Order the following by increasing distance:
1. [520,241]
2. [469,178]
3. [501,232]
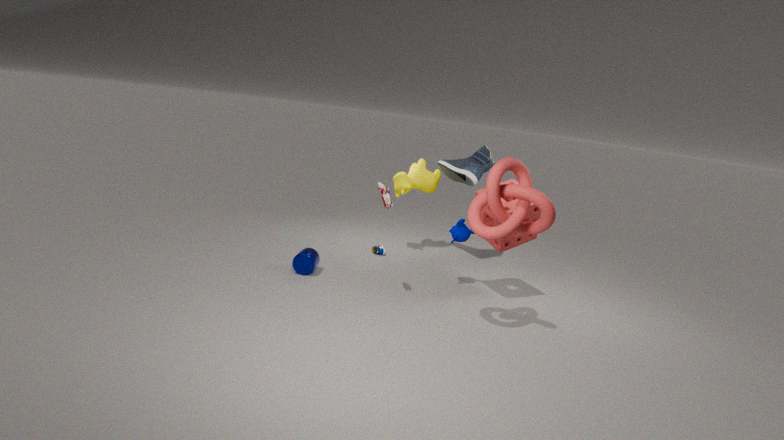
[501,232] → [520,241] → [469,178]
